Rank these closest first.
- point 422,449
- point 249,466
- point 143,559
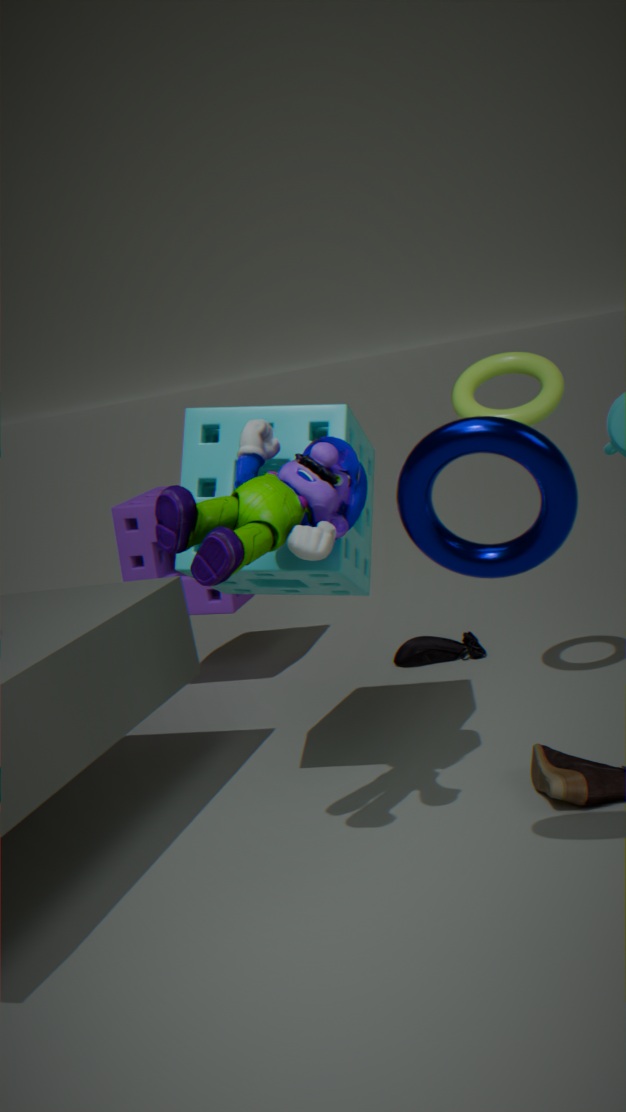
1. point 422,449
2. point 249,466
3. point 143,559
